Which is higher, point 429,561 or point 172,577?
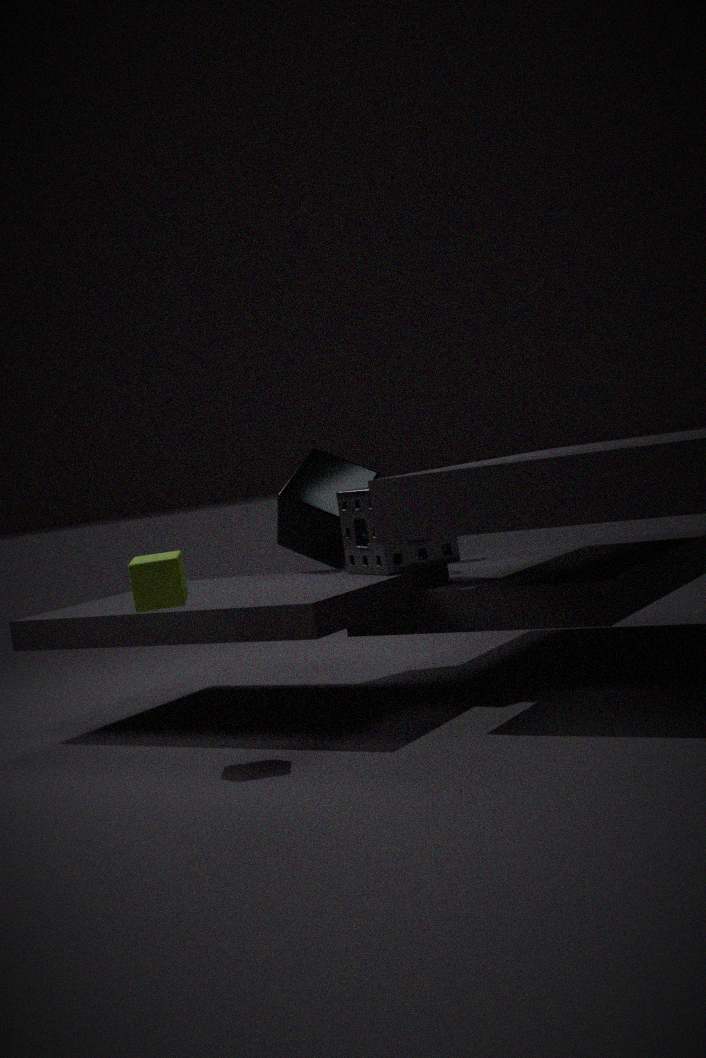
point 429,561
